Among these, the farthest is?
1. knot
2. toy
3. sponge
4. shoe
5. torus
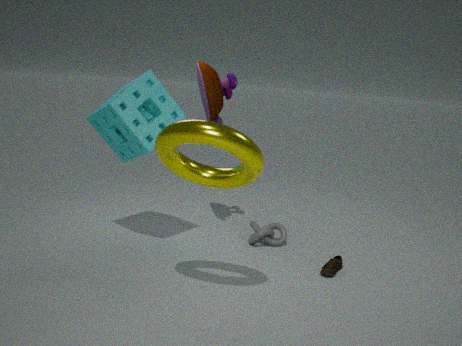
toy
